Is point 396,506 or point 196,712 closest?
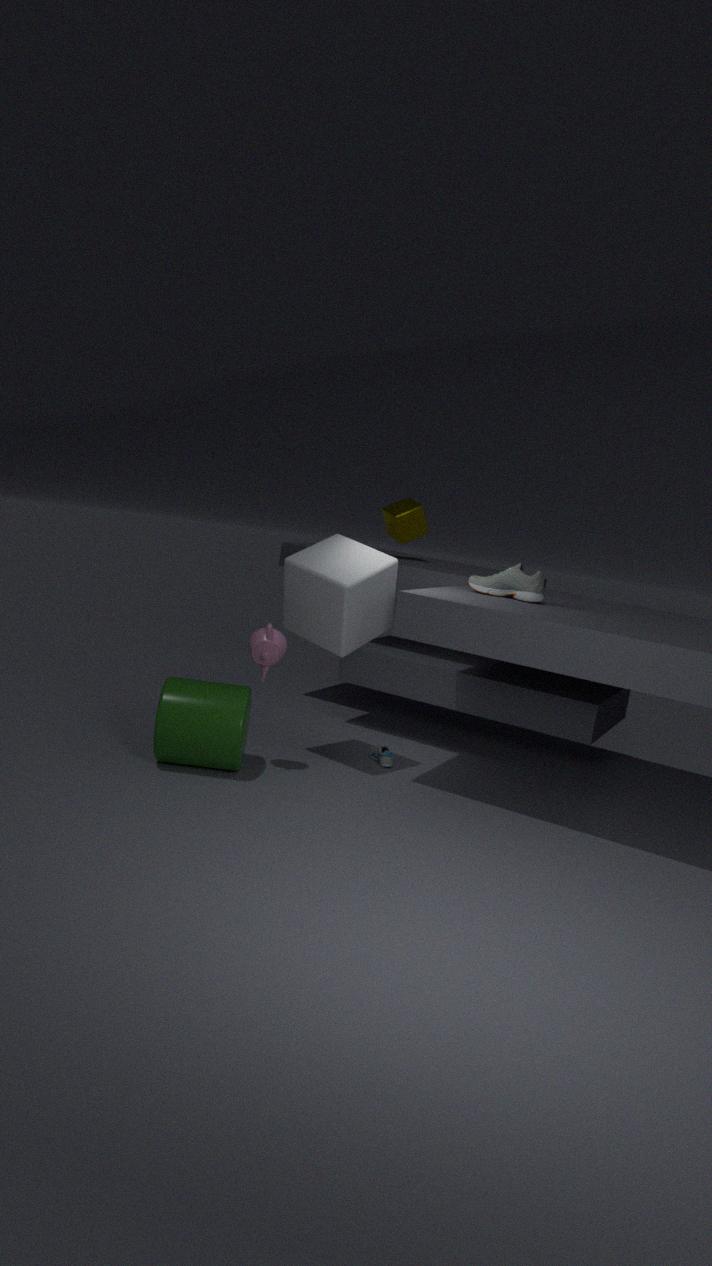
point 196,712
